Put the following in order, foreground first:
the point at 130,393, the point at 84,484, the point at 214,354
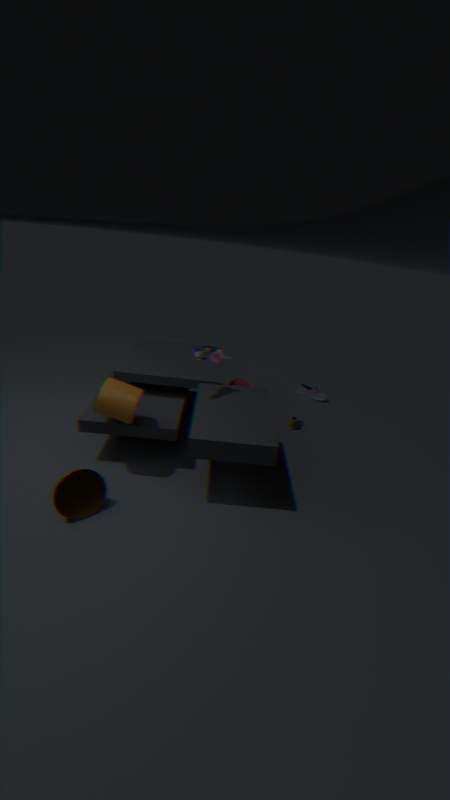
the point at 84,484 < the point at 130,393 < the point at 214,354
